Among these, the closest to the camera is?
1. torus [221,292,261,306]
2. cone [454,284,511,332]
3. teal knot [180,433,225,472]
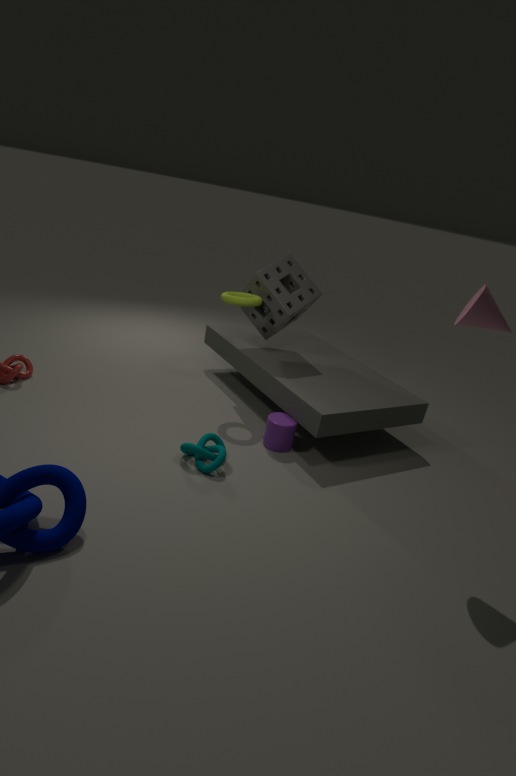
cone [454,284,511,332]
